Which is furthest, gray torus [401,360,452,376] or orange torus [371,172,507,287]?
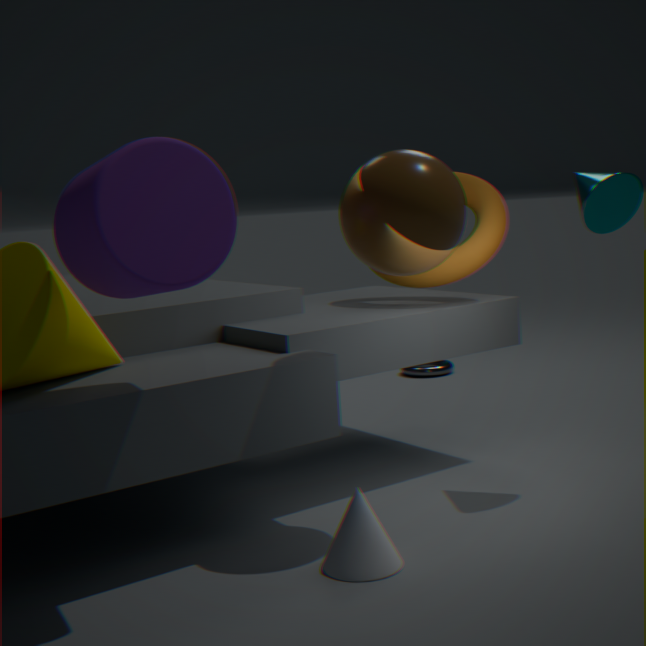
gray torus [401,360,452,376]
